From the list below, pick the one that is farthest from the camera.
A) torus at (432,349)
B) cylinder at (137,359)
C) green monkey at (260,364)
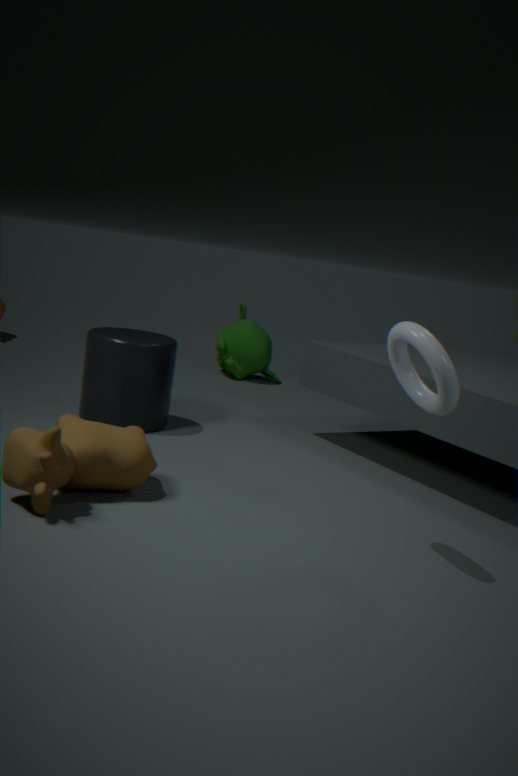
green monkey at (260,364)
